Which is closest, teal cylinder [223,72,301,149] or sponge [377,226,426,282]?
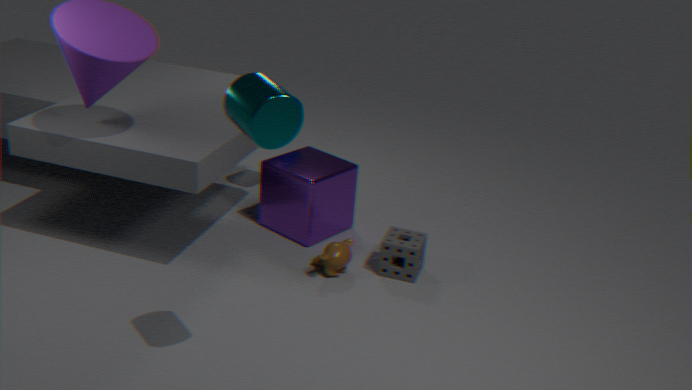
teal cylinder [223,72,301,149]
